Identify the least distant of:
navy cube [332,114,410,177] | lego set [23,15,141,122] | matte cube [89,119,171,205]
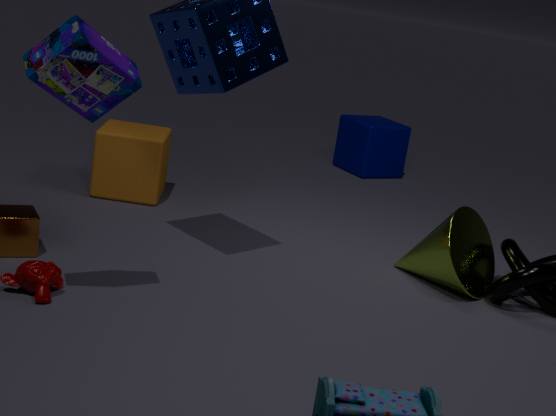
lego set [23,15,141,122]
